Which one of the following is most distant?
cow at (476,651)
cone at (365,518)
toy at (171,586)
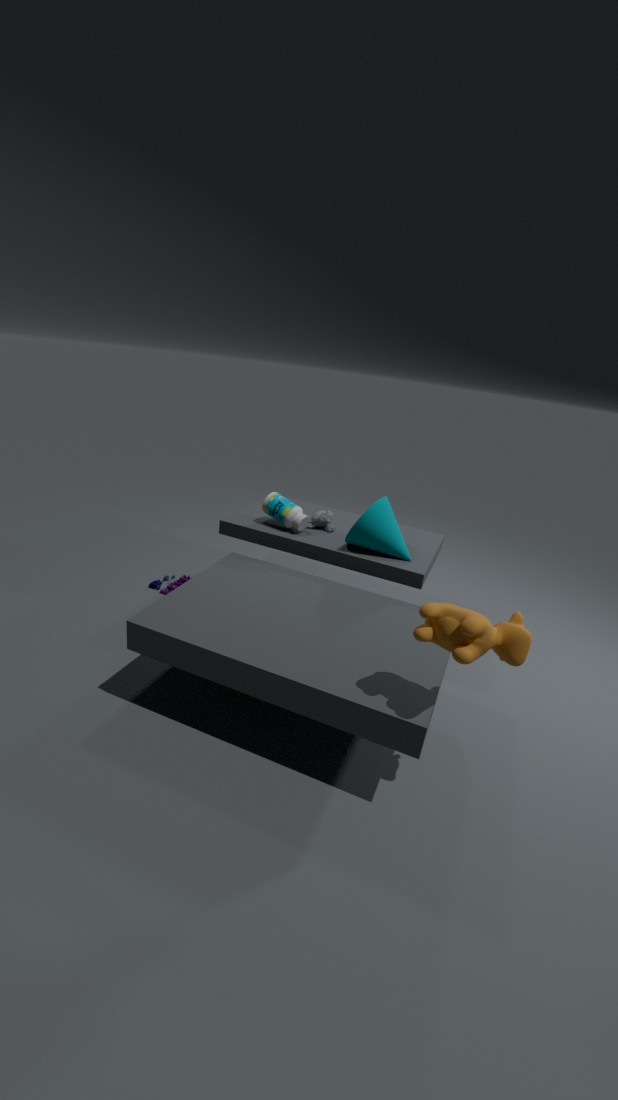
toy at (171,586)
